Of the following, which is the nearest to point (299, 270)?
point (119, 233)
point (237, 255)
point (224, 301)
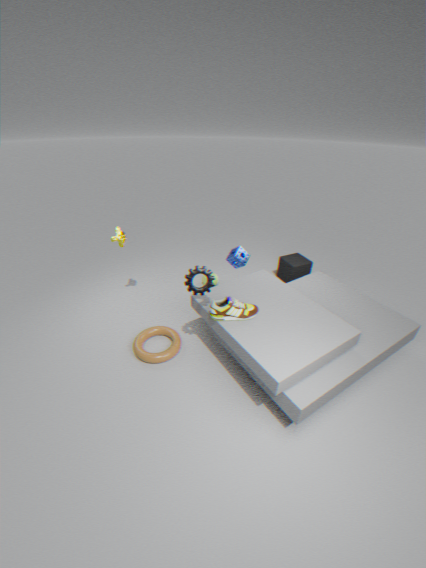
point (237, 255)
